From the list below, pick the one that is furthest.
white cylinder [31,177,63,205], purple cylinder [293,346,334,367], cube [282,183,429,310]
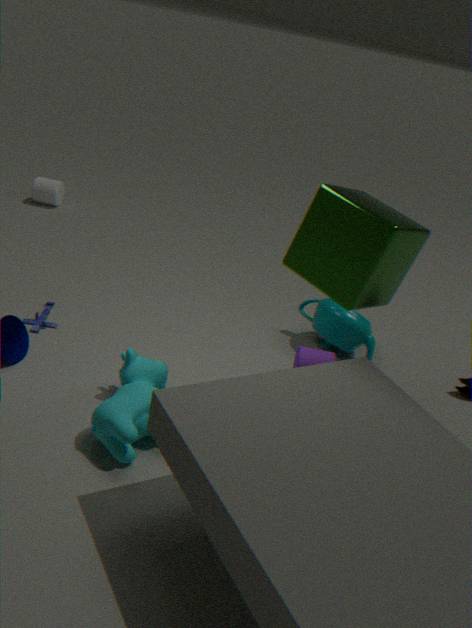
white cylinder [31,177,63,205]
